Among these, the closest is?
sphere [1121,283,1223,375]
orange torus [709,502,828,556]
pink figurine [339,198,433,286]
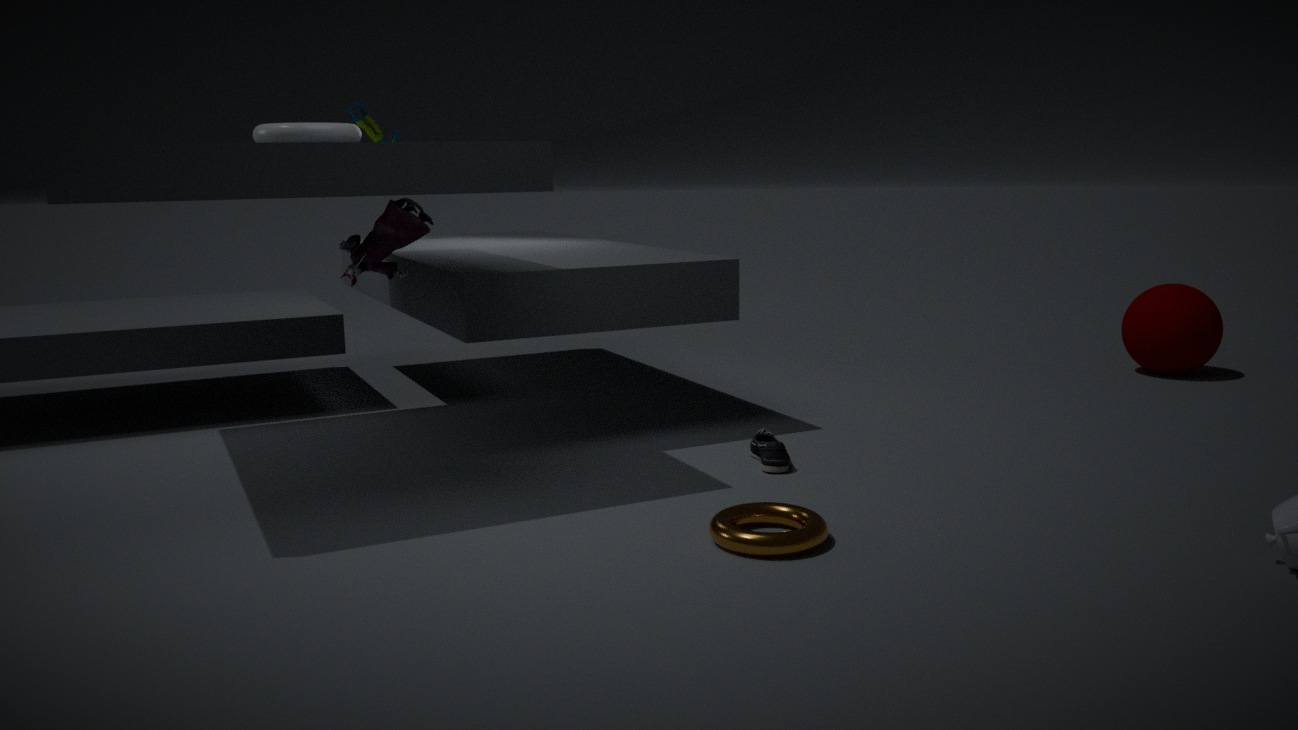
orange torus [709,502,828,556]
